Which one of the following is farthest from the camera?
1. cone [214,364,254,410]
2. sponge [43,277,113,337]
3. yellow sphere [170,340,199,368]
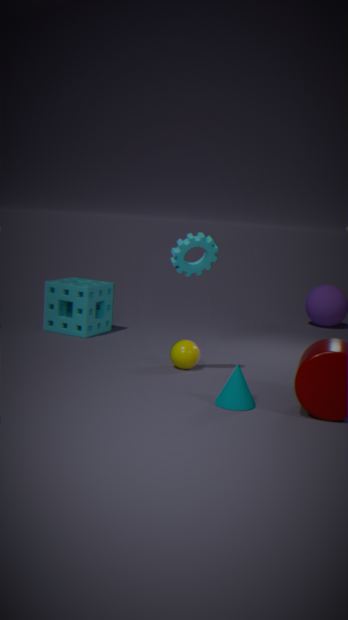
sponge [43,277,113,337]
